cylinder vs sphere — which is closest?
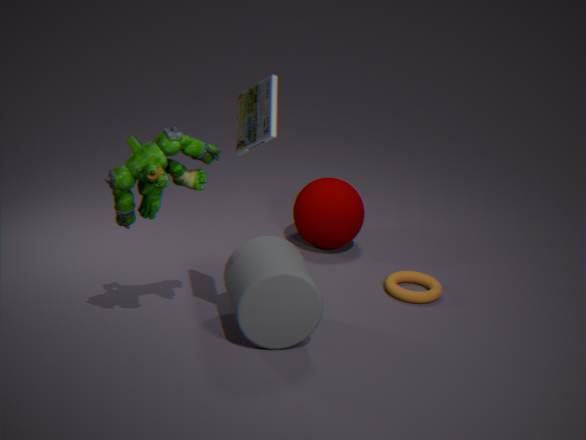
cylinder
